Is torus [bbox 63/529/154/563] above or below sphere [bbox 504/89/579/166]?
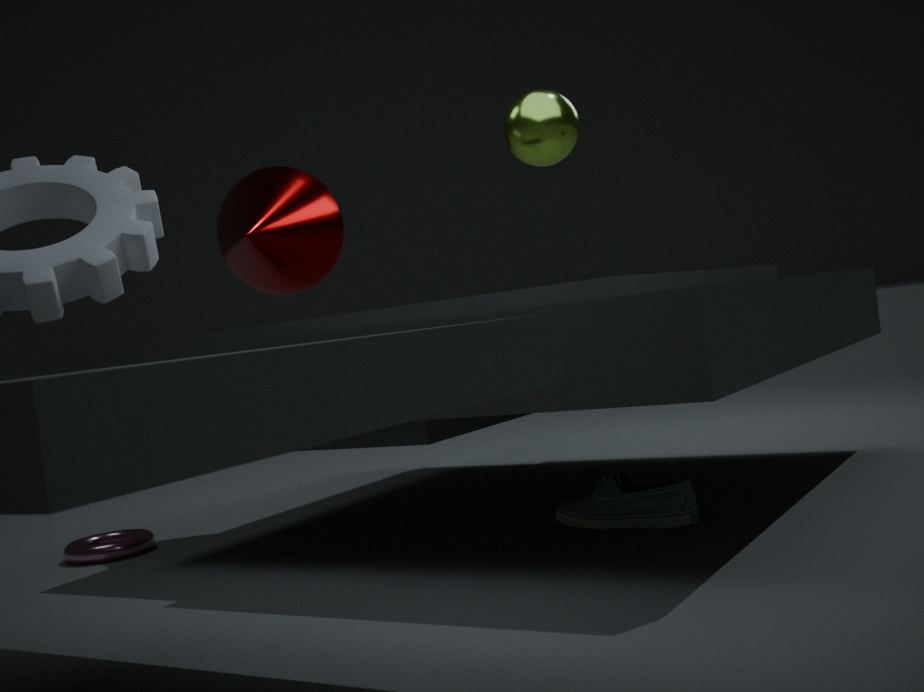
below
